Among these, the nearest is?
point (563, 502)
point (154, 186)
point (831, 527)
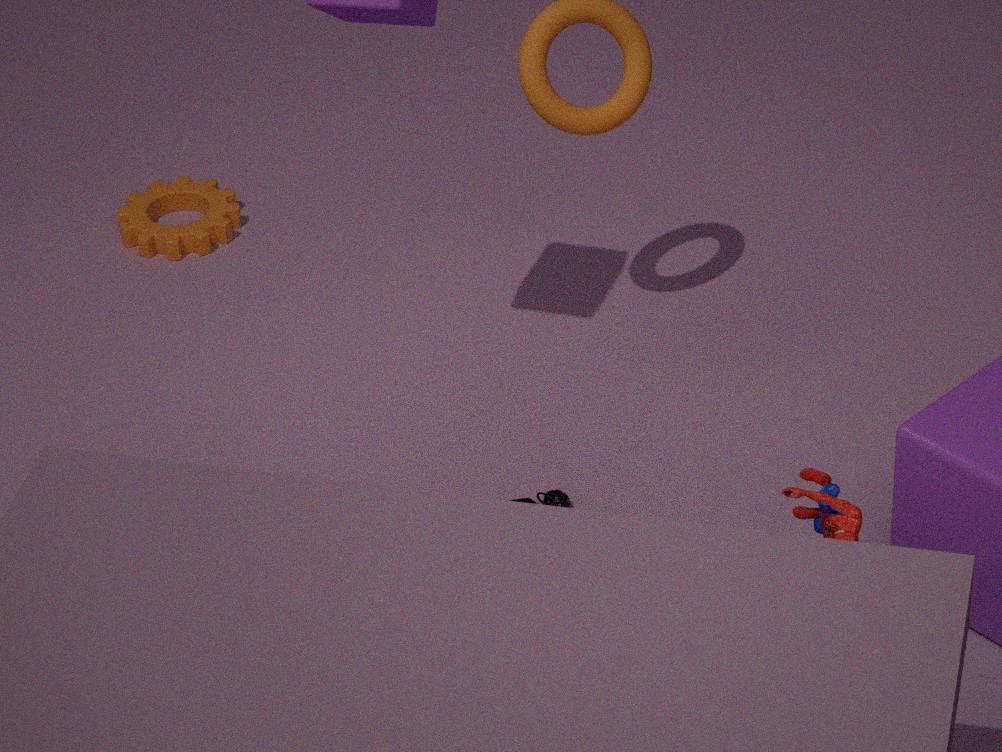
point (831, 527)
